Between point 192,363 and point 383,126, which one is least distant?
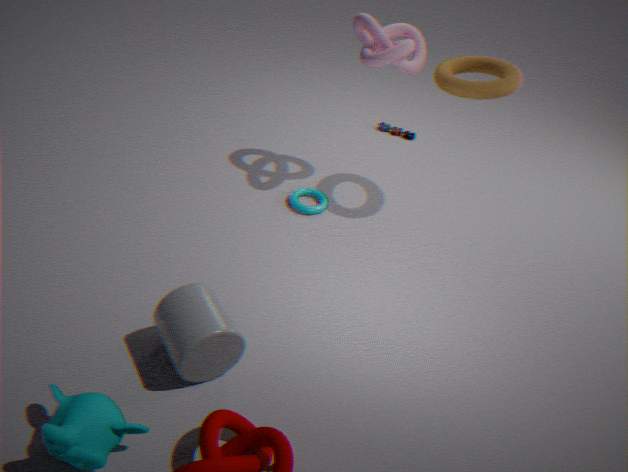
point 192,363
